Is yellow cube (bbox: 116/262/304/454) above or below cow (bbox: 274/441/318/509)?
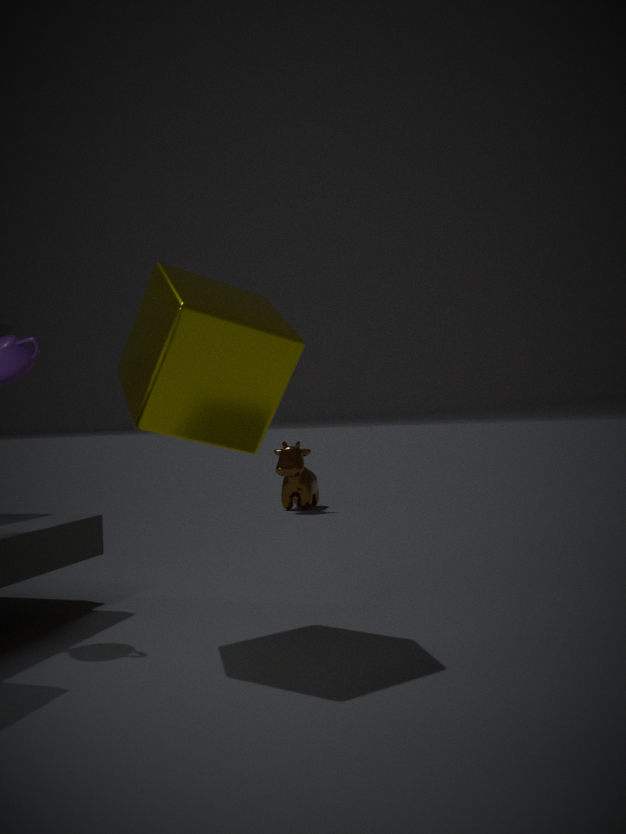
above
